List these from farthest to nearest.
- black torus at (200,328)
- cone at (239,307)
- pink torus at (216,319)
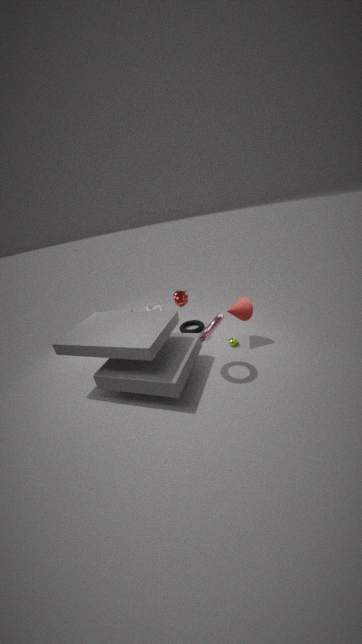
black torus at (200,328) < cone at (239,307) < pink torus at (216,319)
